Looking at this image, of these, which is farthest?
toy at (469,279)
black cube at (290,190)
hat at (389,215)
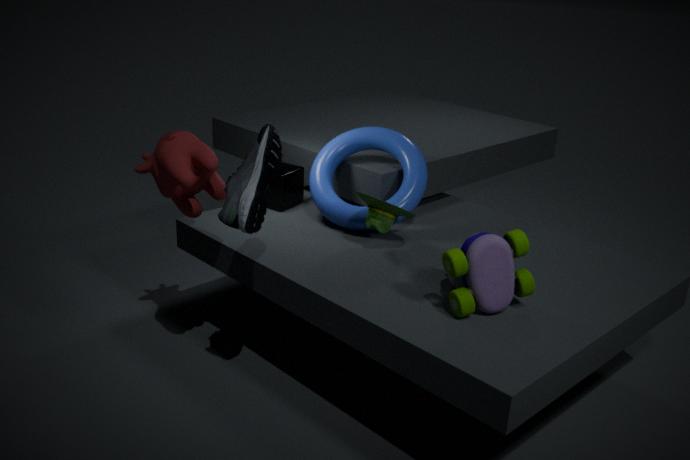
black cube at (290,190)
